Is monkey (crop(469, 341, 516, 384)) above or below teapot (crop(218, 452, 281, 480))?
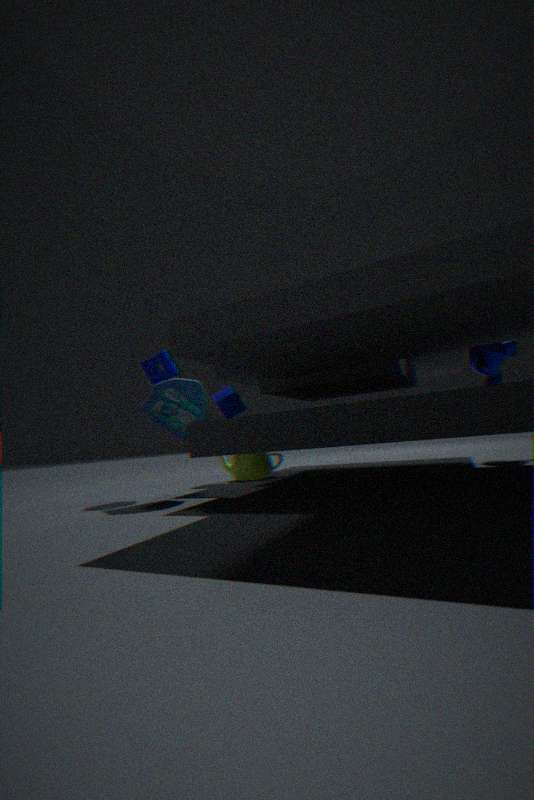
above
